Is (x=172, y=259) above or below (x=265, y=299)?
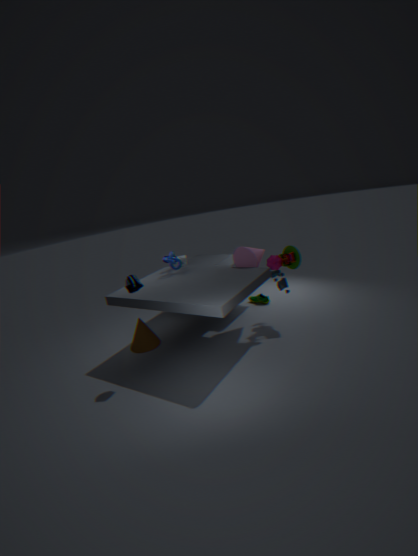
above
